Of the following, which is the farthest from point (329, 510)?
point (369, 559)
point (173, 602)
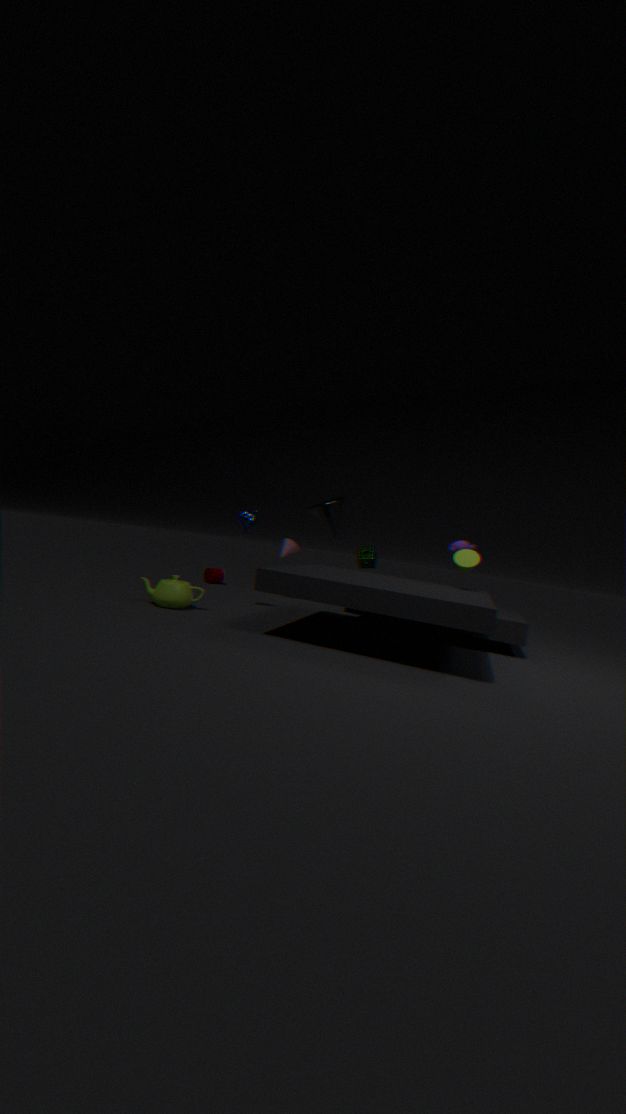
point (173, 602)
